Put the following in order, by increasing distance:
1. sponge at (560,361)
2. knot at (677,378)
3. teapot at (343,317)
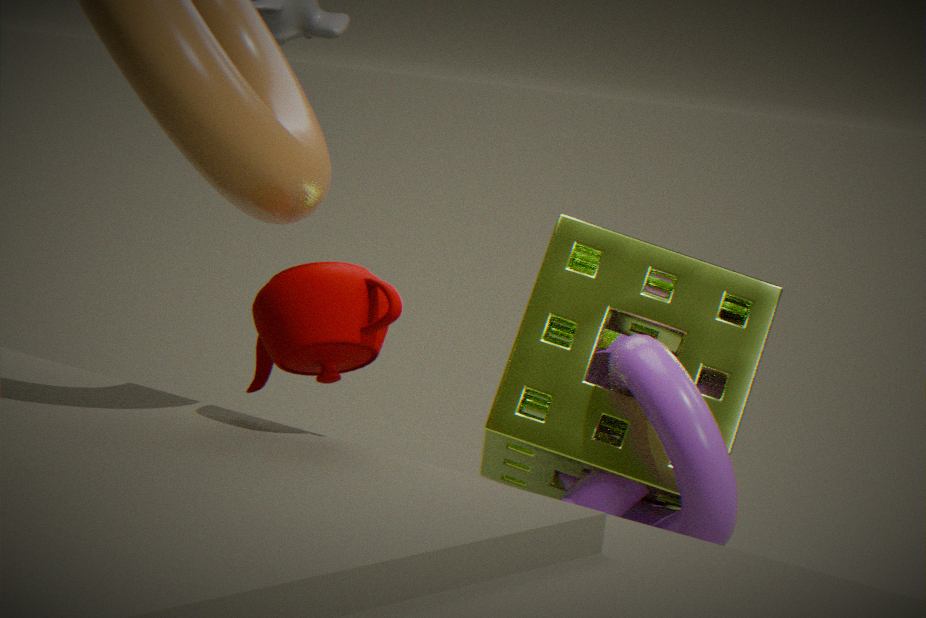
1. teapot at (343,317)
2. knot at (677,378)
3. sponge at (560,361)
